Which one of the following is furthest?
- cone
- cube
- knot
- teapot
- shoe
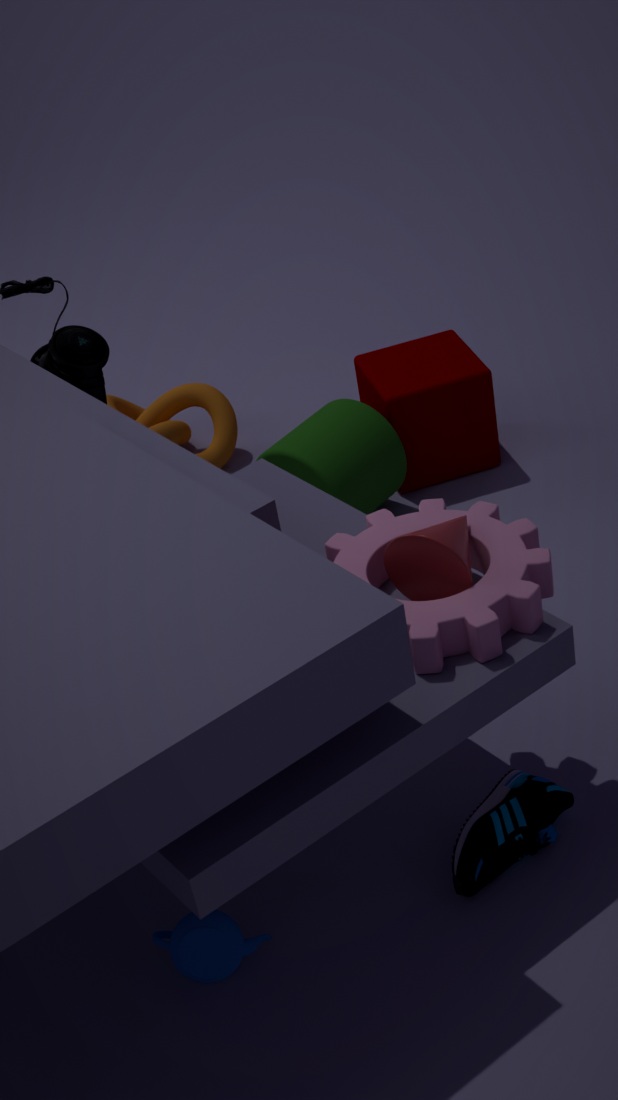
knot
